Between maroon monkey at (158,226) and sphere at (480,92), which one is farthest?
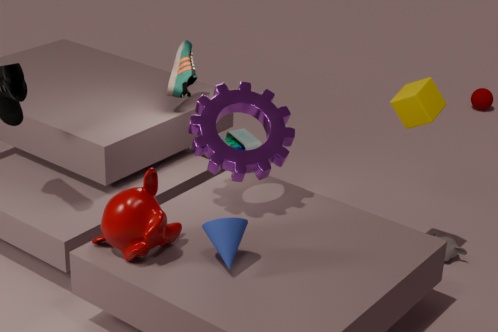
sphere at (480,92)
